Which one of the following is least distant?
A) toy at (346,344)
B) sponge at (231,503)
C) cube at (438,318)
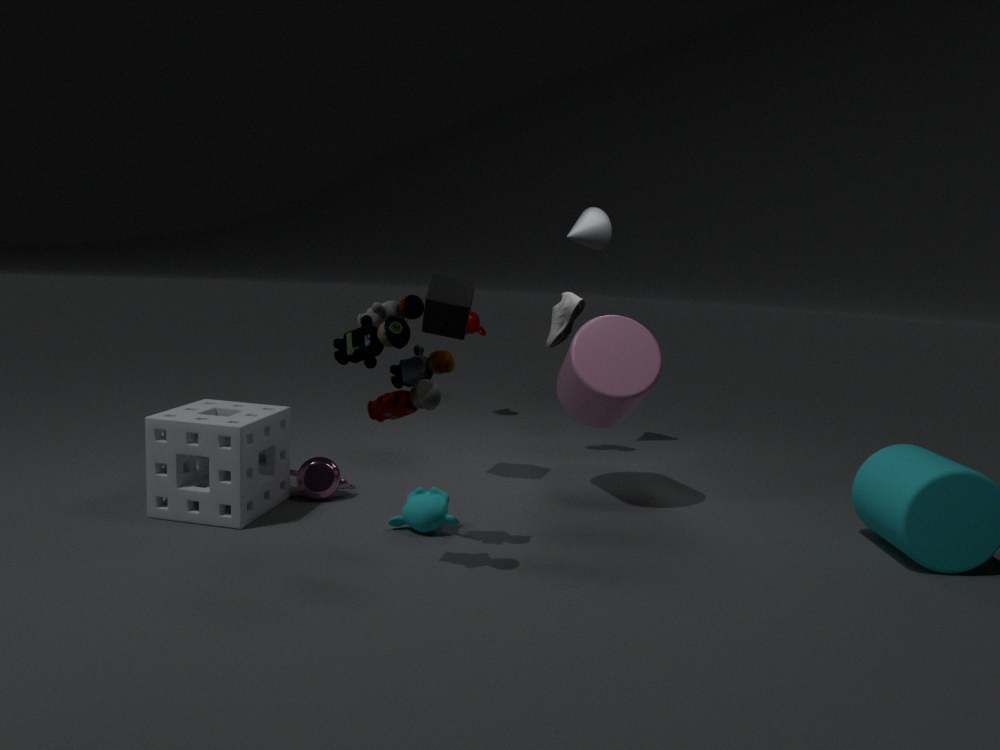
A. toy at (346,344)
